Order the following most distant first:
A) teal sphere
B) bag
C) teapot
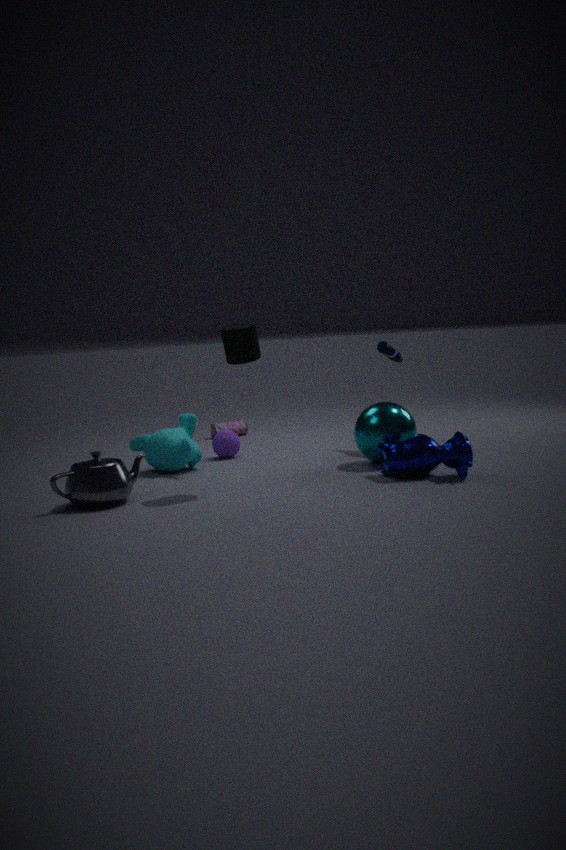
1. B. bag
2. A. teal sphere
3. C. teapot
